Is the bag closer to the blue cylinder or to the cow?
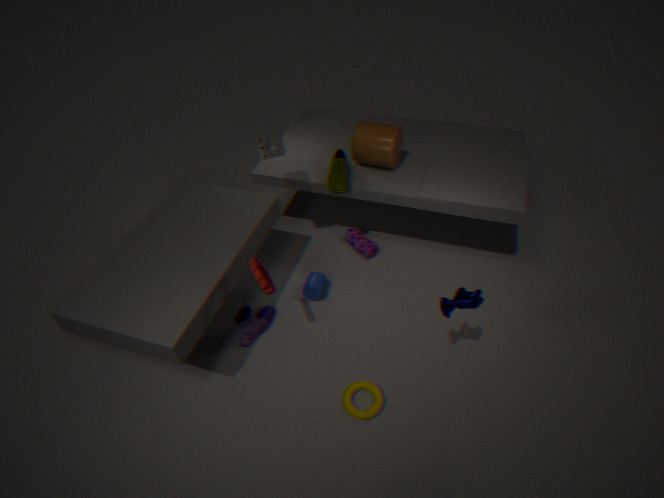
the blue cylinder
